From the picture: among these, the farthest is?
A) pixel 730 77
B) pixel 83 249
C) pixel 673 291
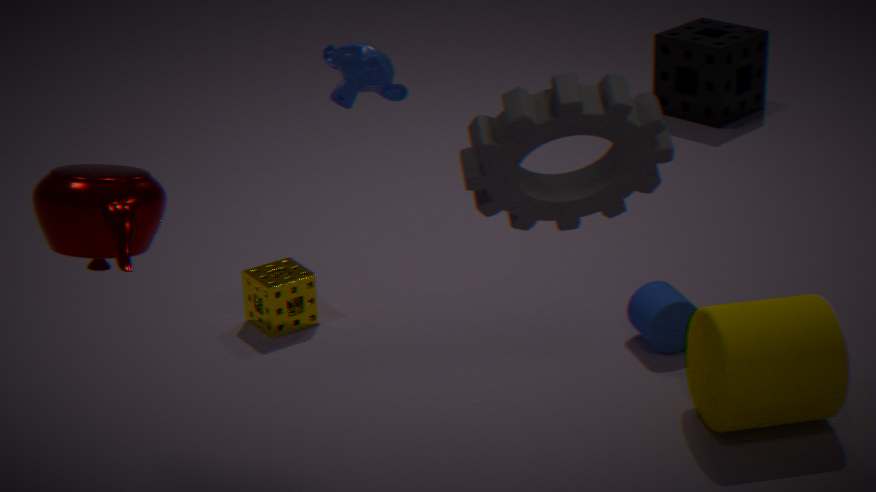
pixel 730 77
